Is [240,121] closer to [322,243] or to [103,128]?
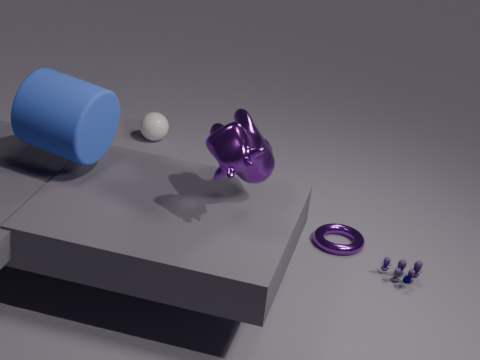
[103,128]
